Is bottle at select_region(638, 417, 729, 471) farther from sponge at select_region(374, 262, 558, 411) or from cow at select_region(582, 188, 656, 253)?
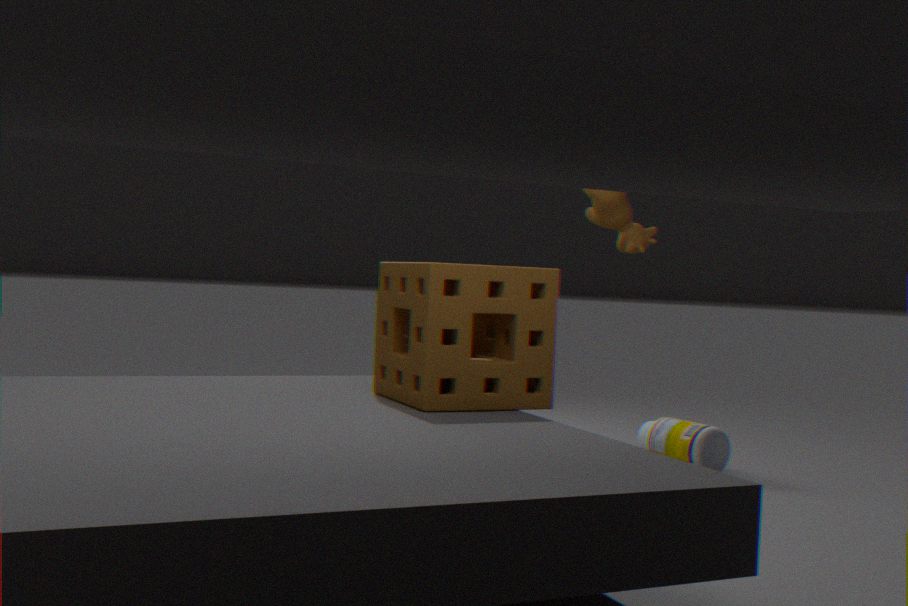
sponge at select_region(374, 262, 558, 411)
